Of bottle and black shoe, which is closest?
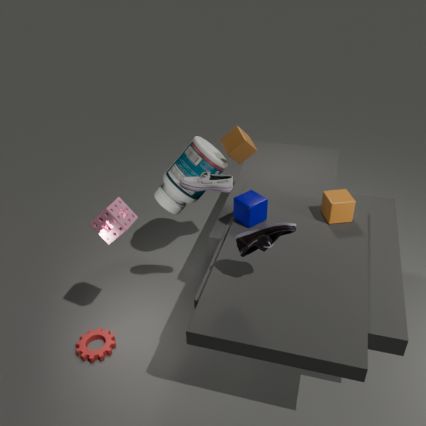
black shoe
